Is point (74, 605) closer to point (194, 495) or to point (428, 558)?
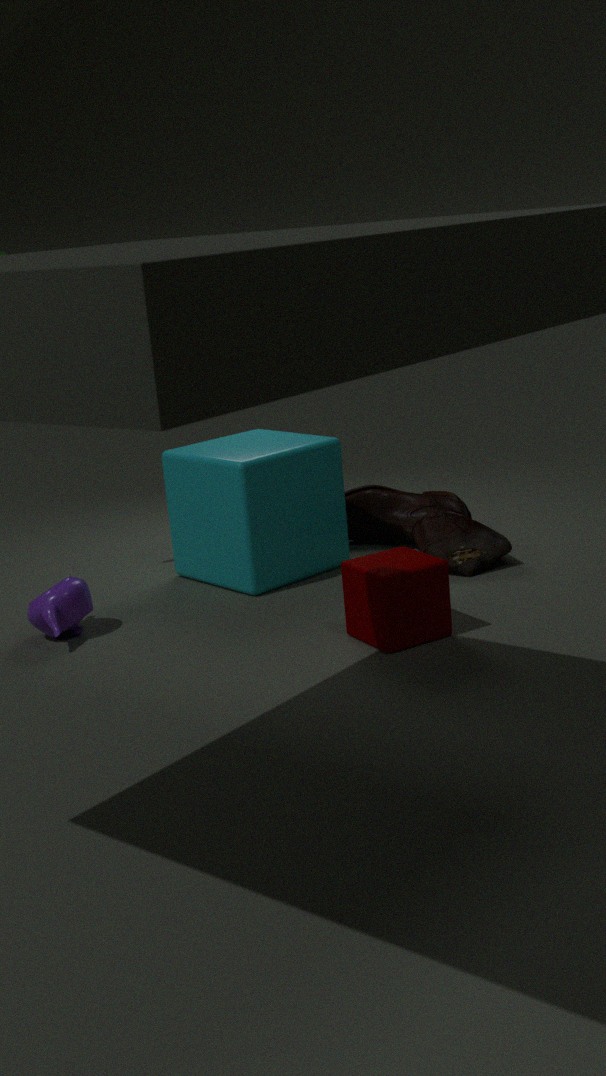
point (194, 495)
